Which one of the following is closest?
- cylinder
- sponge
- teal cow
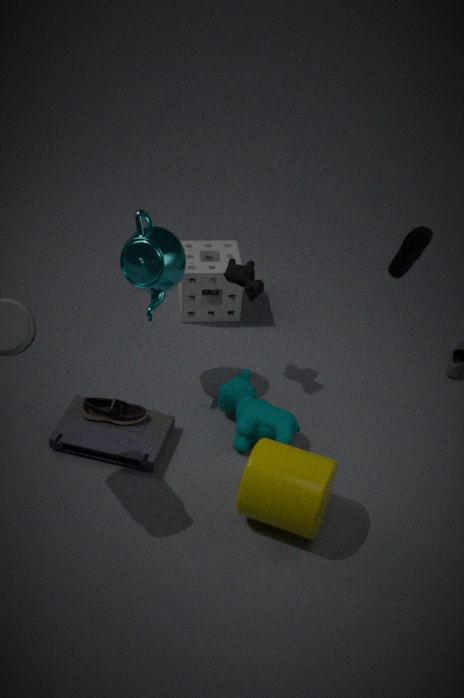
cylinder
